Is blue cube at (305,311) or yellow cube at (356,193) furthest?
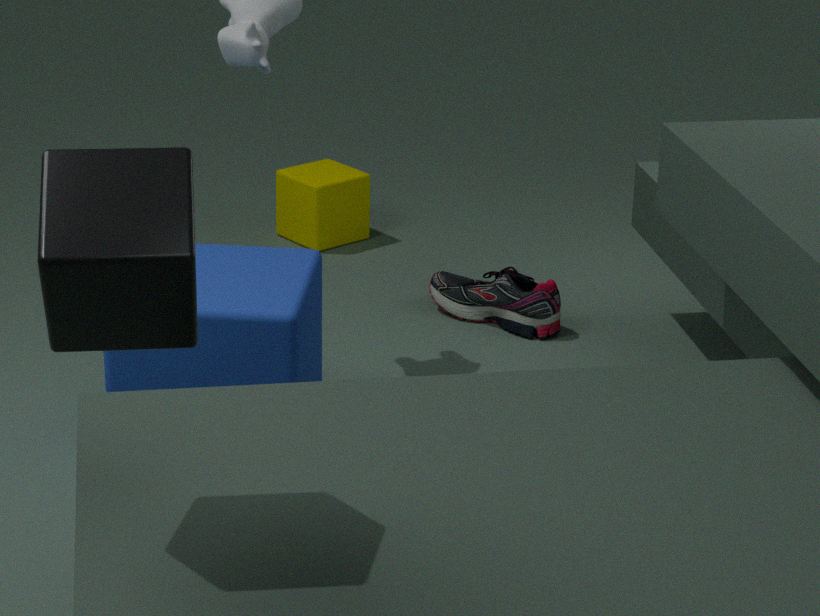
yellow cube at (356,193)
